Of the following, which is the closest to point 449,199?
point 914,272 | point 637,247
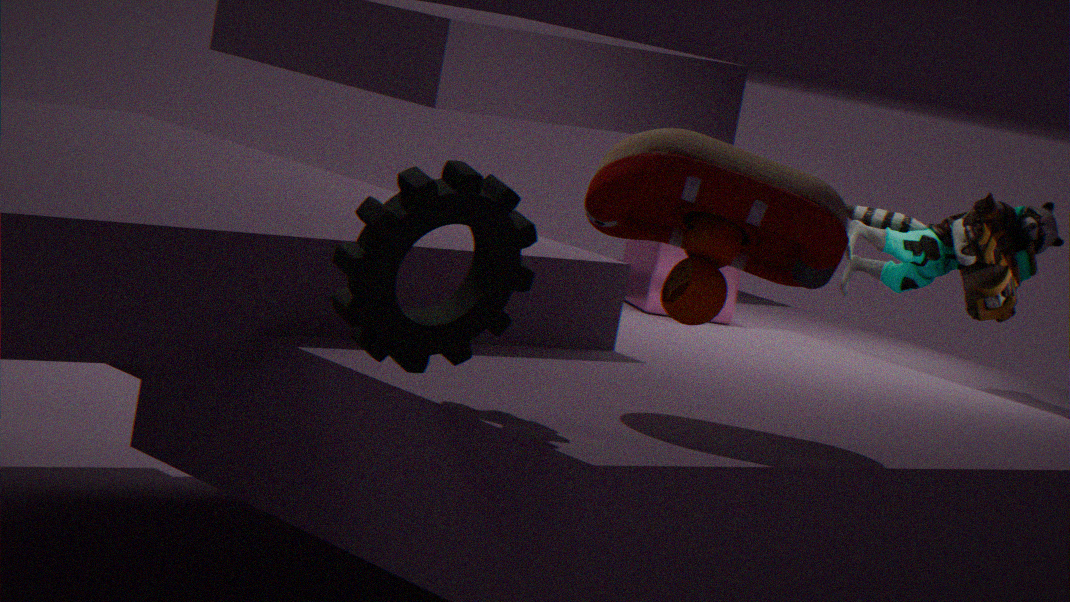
point 914,272
